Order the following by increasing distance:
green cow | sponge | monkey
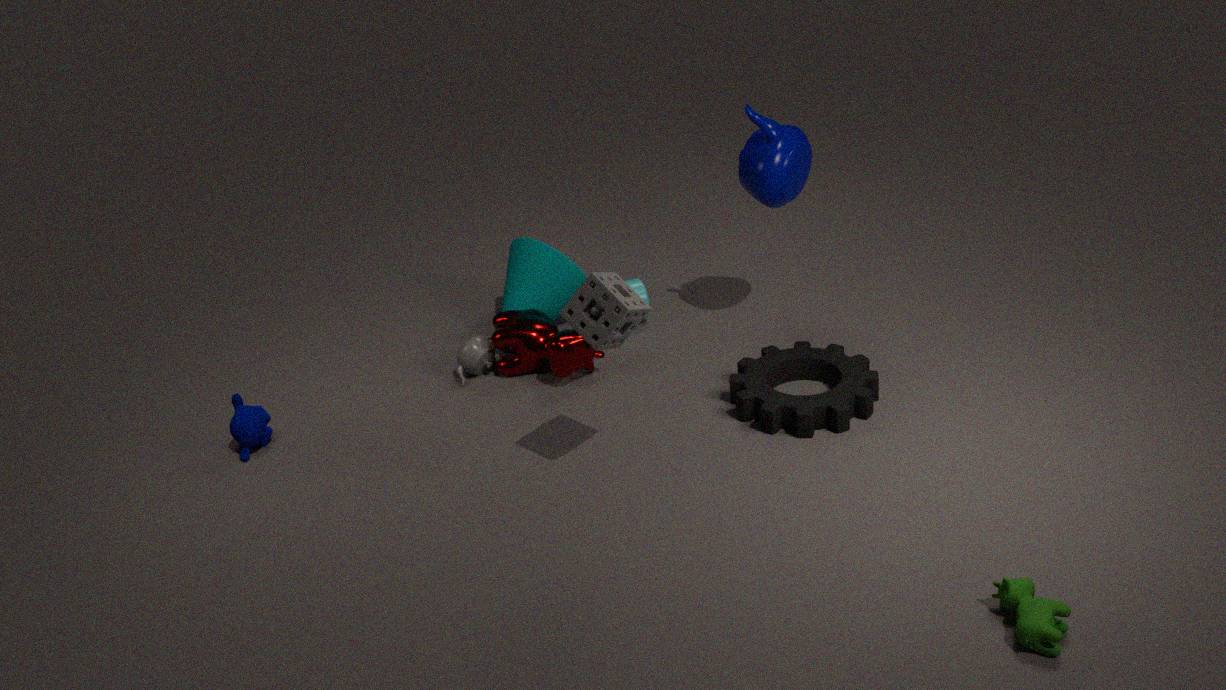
green cow
sponge
monkey
